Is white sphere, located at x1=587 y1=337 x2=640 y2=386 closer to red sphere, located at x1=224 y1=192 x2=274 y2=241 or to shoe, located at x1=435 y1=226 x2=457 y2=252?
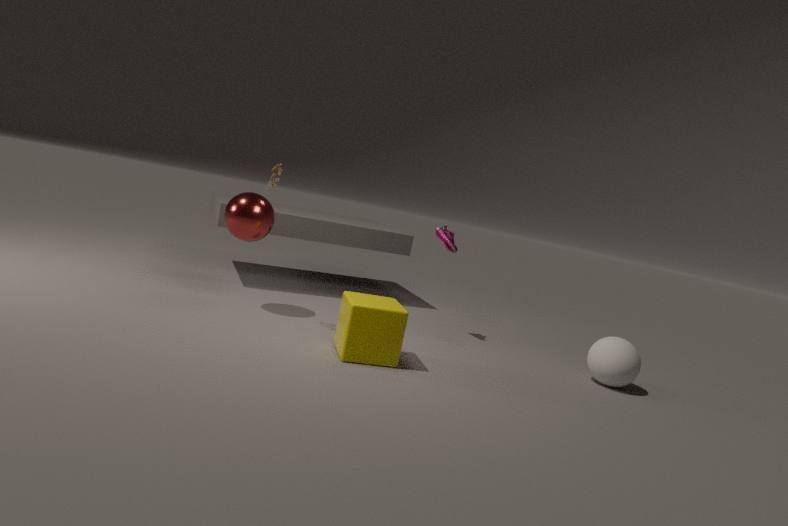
shoe, located at x1=435 y1=226 x2=457 y2=252
